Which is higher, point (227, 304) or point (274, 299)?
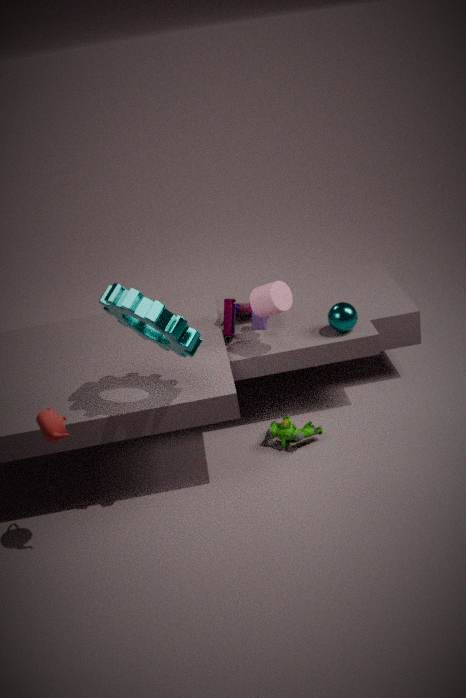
point (274, 299)
